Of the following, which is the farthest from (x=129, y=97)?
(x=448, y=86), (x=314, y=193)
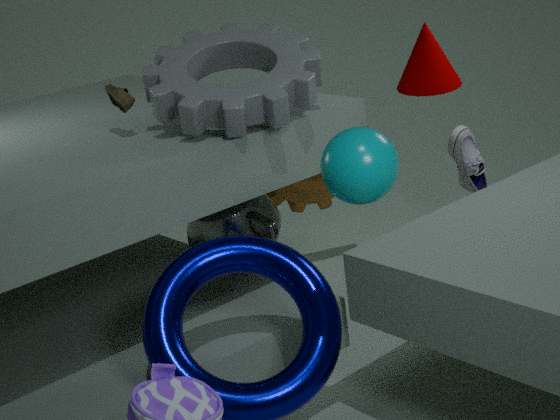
(x=314, y=193)
